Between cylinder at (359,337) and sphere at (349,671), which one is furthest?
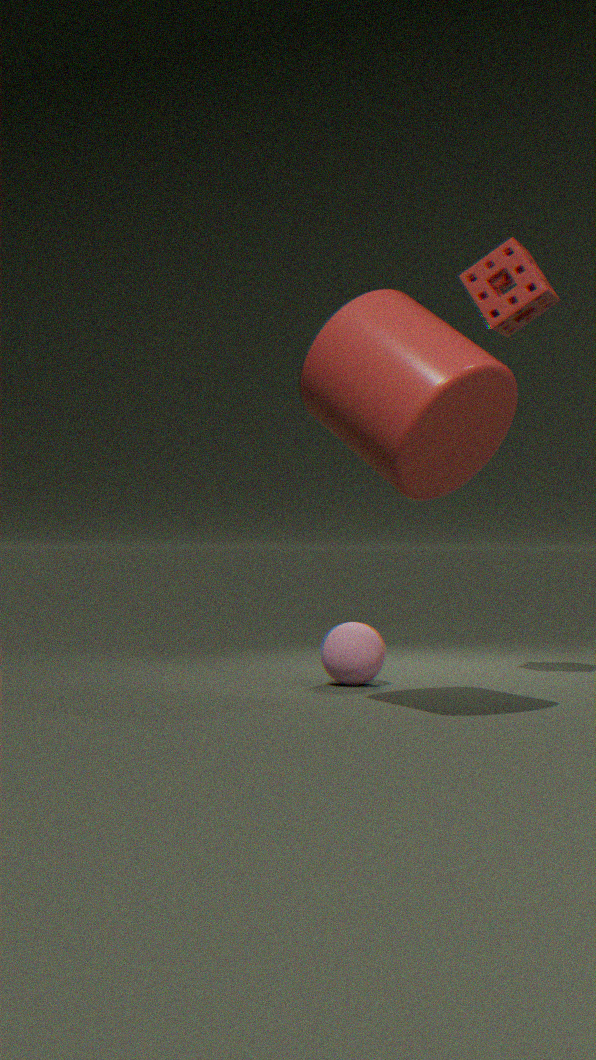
sphere at (349,671)
